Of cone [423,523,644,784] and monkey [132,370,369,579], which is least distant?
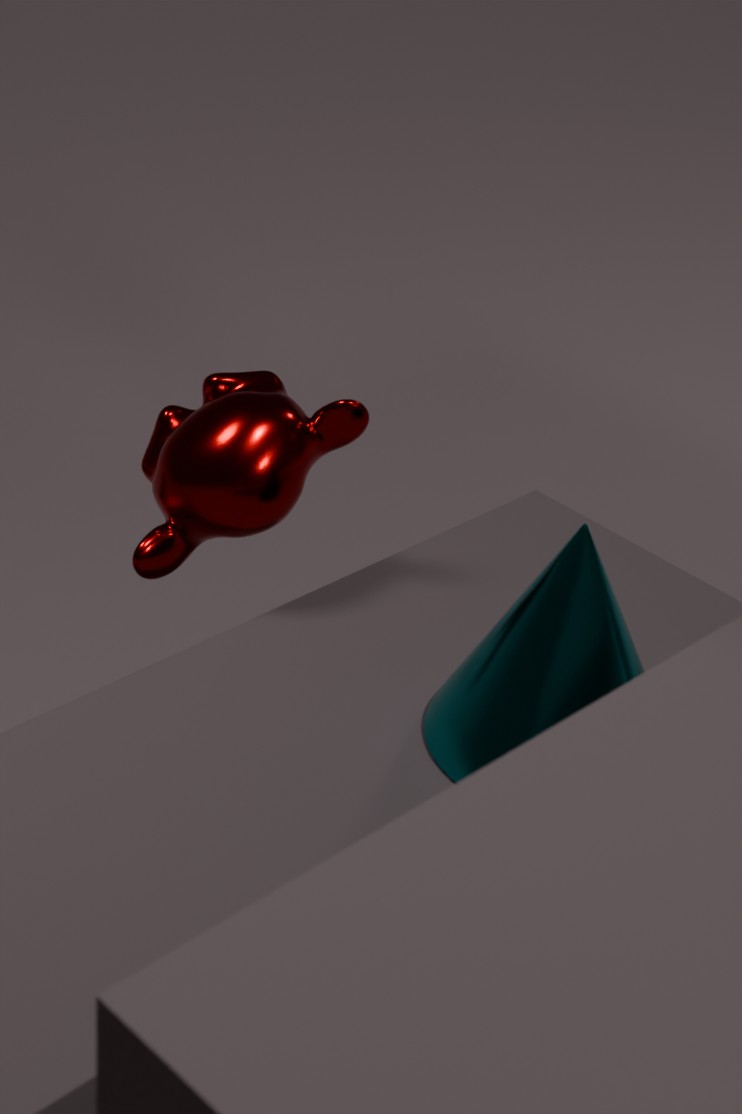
cone [423,523,644,784]
